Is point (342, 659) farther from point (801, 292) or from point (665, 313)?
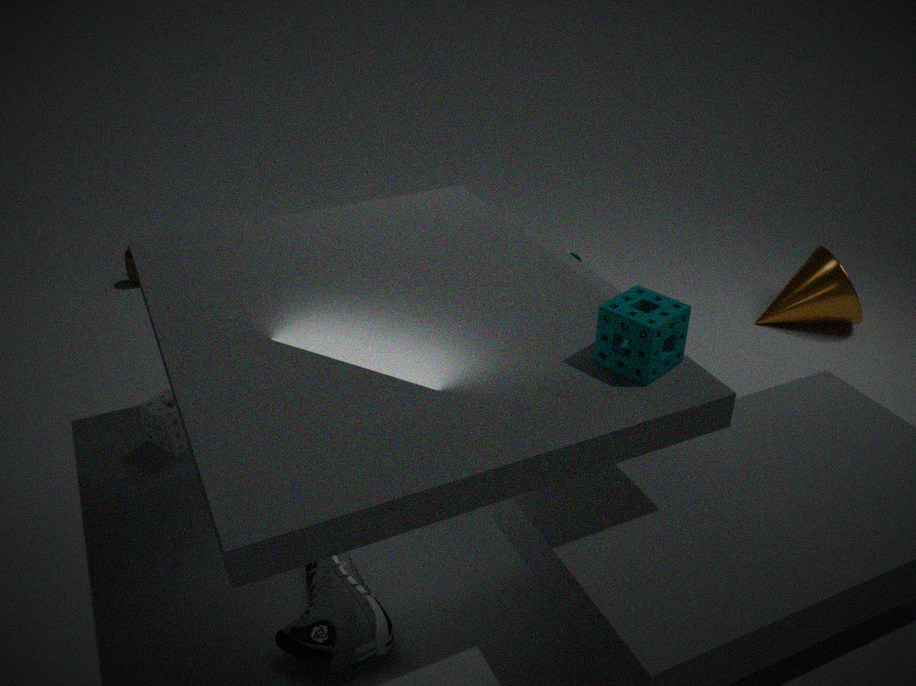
point (801, 292)
